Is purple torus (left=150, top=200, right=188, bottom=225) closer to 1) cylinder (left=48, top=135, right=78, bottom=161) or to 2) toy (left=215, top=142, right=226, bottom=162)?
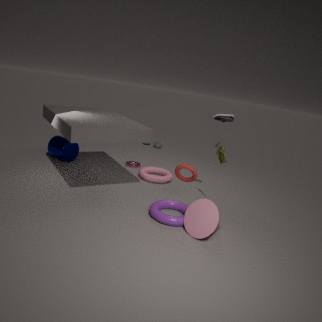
2) toy (left=215, top=142, right=226, bottom=162)
